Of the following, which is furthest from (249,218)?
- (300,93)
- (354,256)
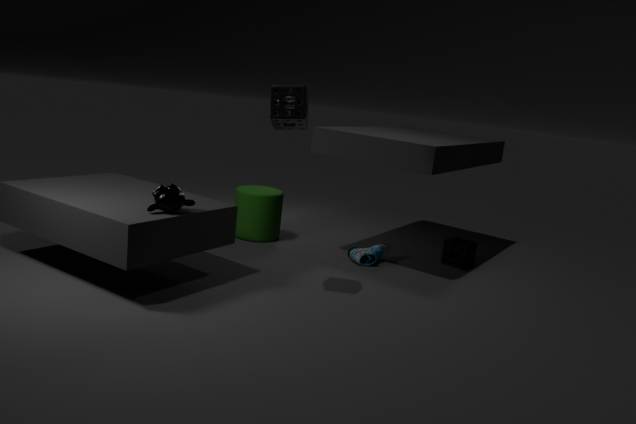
(300,93)
